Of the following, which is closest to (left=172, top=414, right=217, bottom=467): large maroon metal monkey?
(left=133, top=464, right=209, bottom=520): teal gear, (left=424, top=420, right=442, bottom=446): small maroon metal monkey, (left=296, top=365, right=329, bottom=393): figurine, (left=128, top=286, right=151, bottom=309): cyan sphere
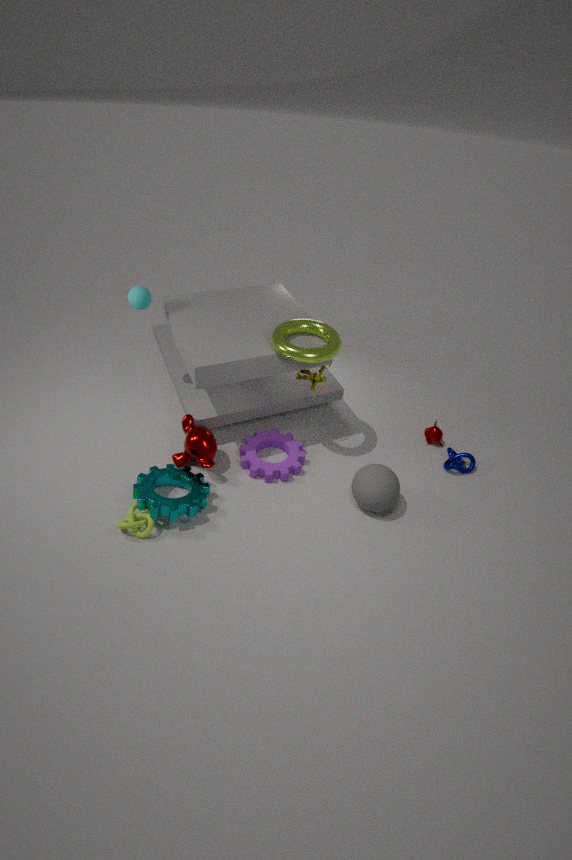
(left=133, top=464, right=209, bottom=520): teal gear
